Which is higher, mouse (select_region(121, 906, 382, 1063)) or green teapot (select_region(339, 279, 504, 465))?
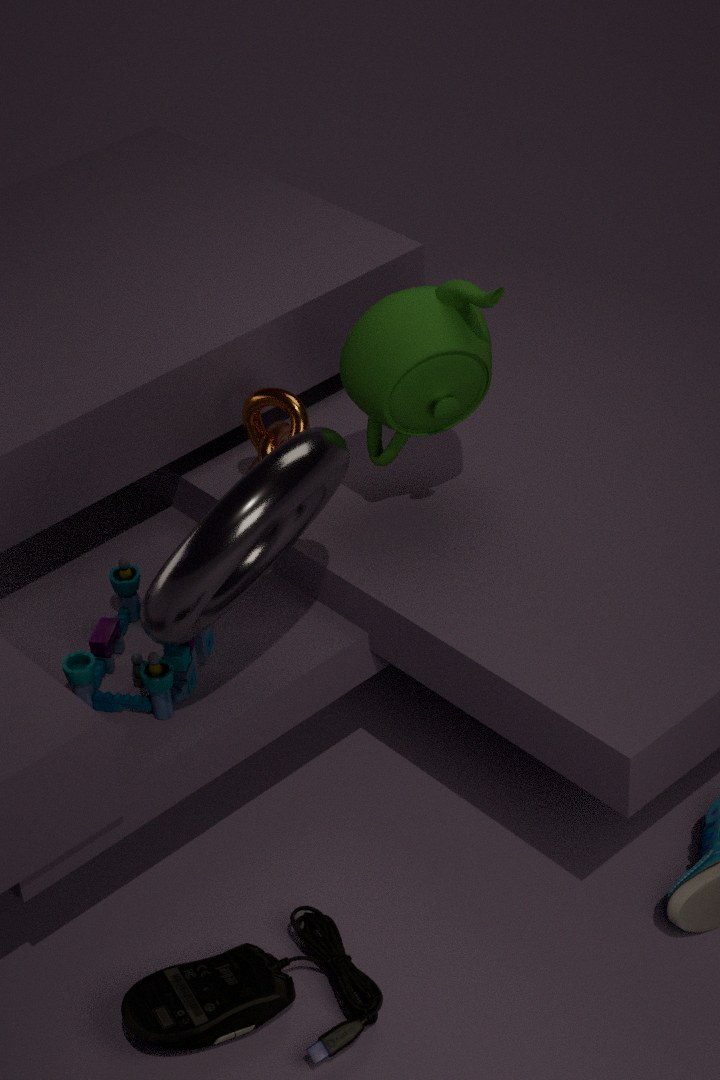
green teapot (select_region(339, 279, 504, 465))
